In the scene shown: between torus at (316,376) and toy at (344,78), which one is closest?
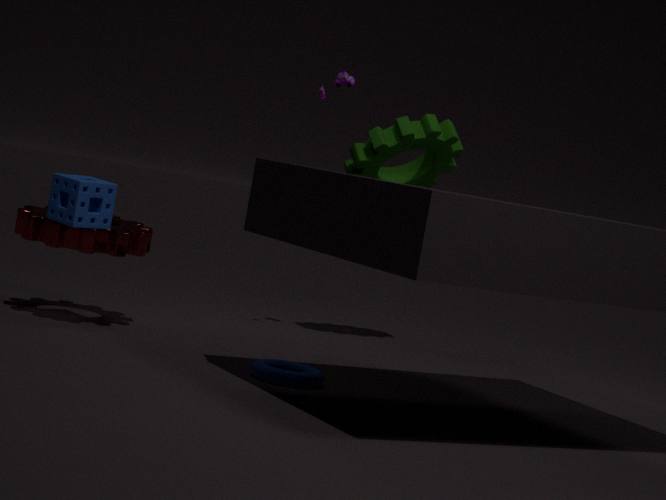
torus at (316,376)
